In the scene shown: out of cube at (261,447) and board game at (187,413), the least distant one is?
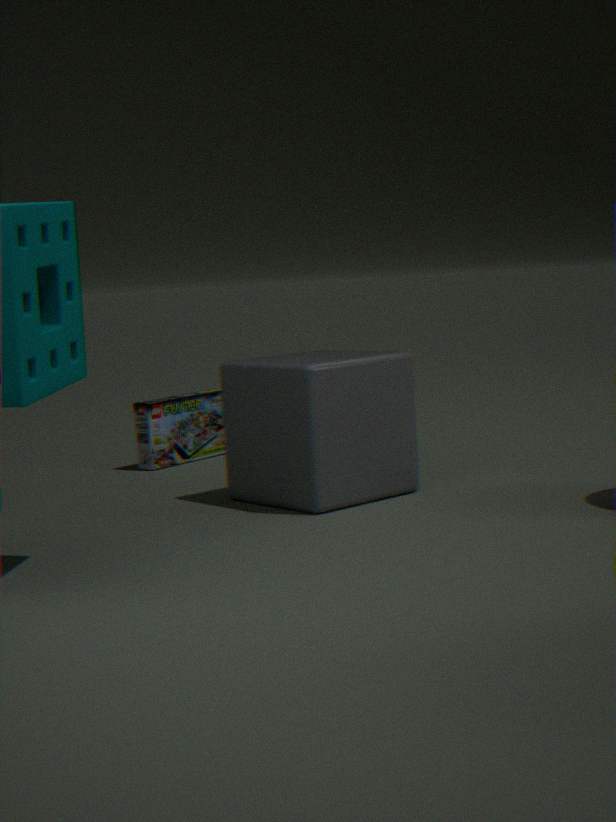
cube at (261,447)
